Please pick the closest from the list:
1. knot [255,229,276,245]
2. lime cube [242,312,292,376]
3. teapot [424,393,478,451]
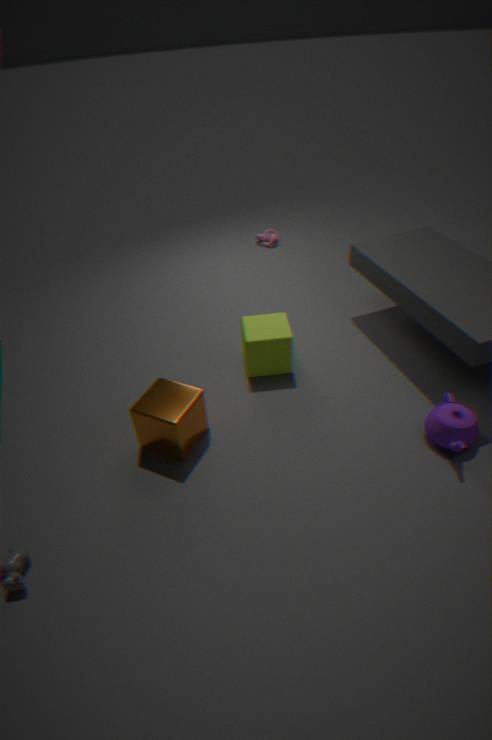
teapot [424,393,478,451]
